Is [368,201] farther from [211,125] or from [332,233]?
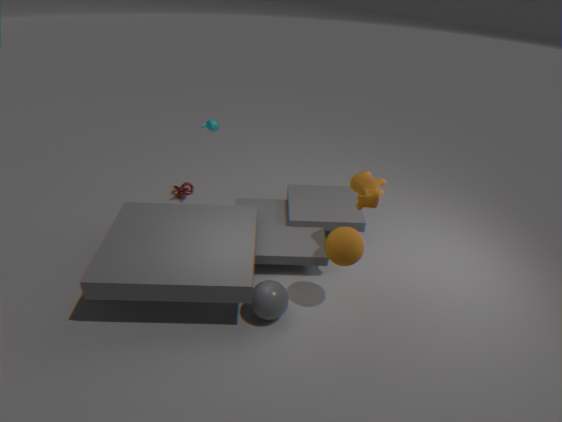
[211,125]
